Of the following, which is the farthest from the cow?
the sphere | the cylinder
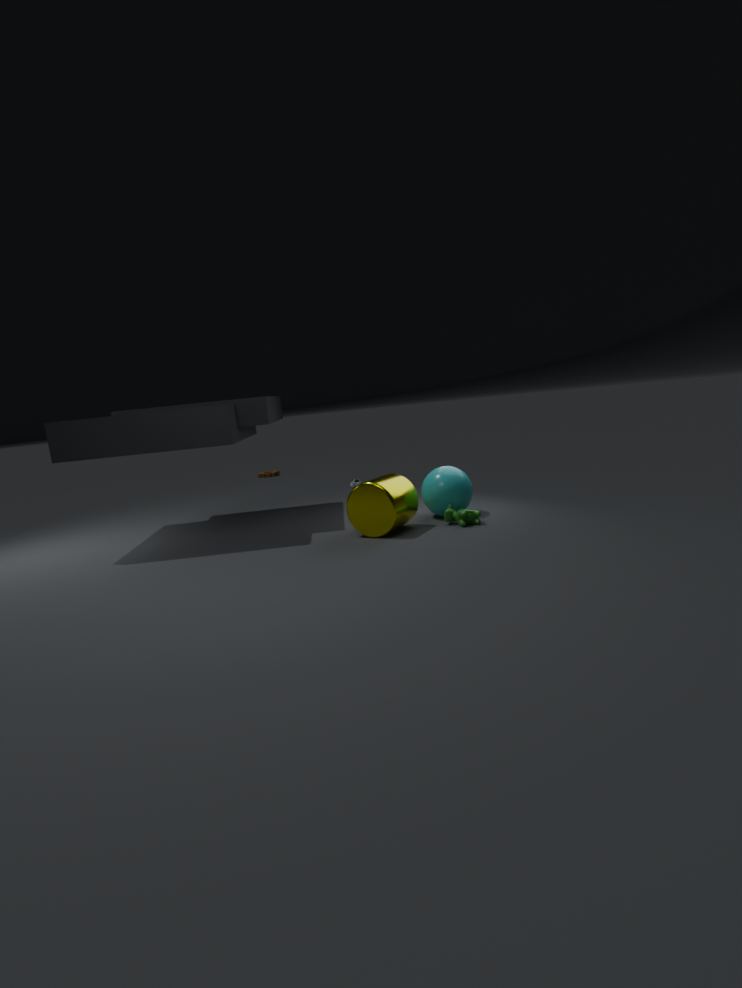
the cylinder
